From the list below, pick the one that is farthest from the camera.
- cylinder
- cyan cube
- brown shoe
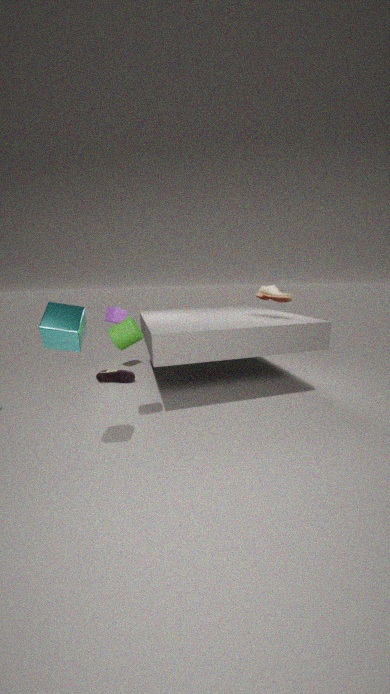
brown shoe
